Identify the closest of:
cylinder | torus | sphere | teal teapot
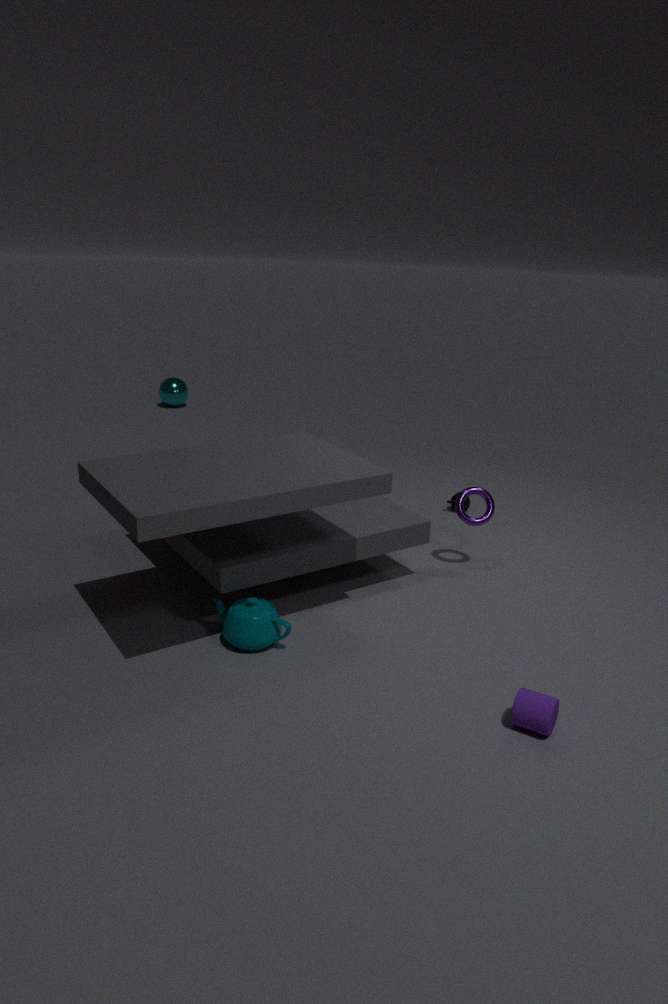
cylinder
